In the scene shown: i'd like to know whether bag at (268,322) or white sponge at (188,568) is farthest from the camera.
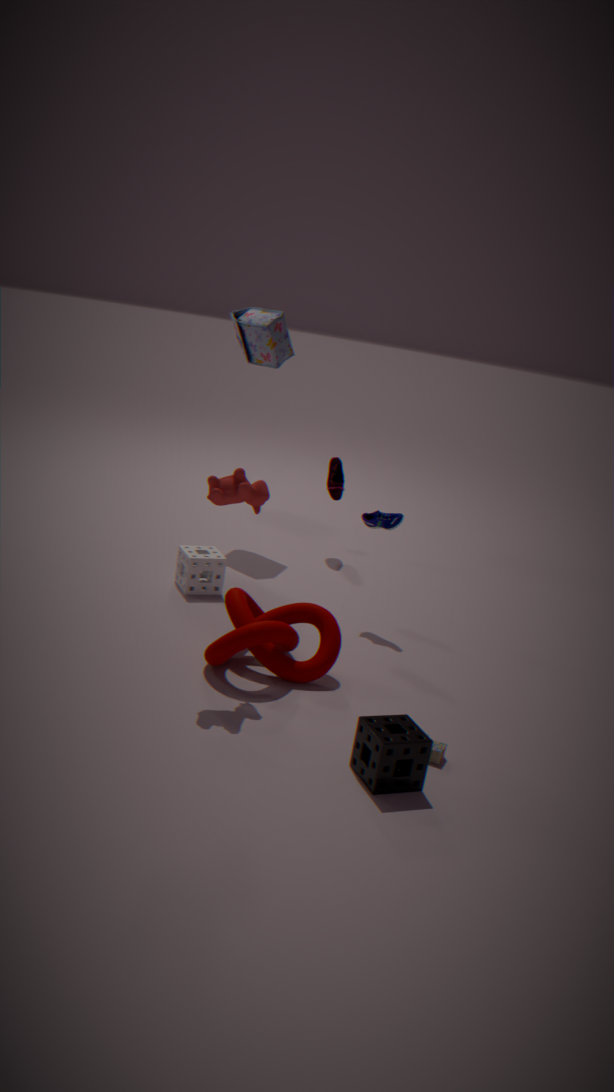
bag at (268,322)
